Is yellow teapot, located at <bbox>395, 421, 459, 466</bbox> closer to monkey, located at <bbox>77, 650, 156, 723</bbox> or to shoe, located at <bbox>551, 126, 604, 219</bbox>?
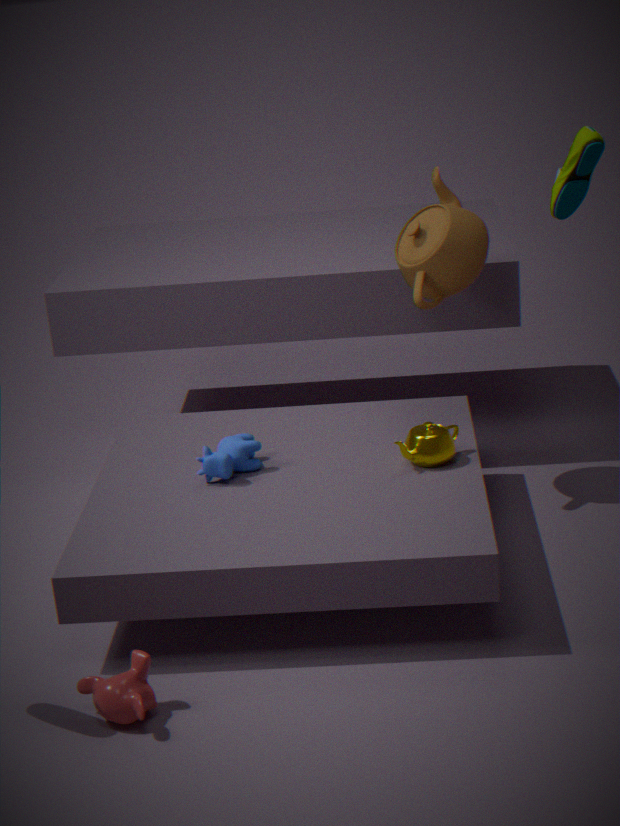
shoe, located at <bbox>551, 126, 604, 219</bbox>
